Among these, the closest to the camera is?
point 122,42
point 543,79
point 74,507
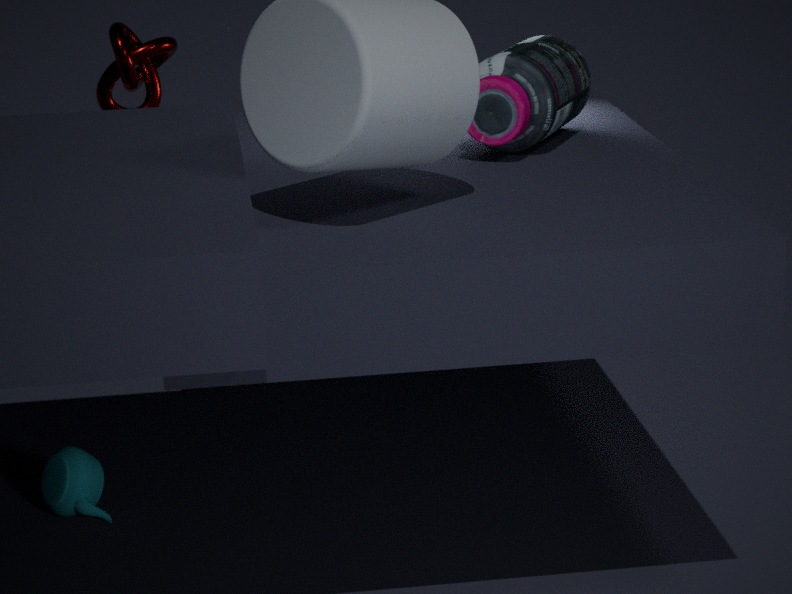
point 543,79
